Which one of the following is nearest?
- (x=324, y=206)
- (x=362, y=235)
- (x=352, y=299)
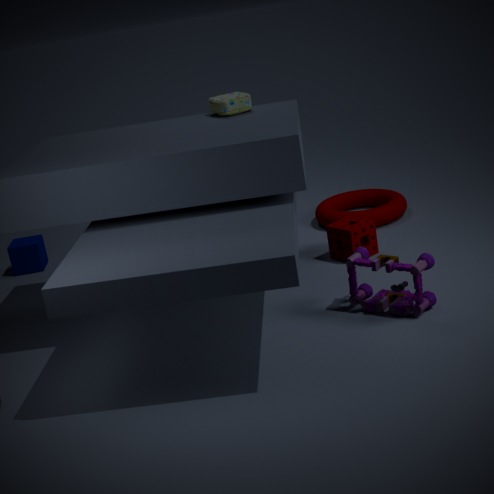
(x=352, y=299)
